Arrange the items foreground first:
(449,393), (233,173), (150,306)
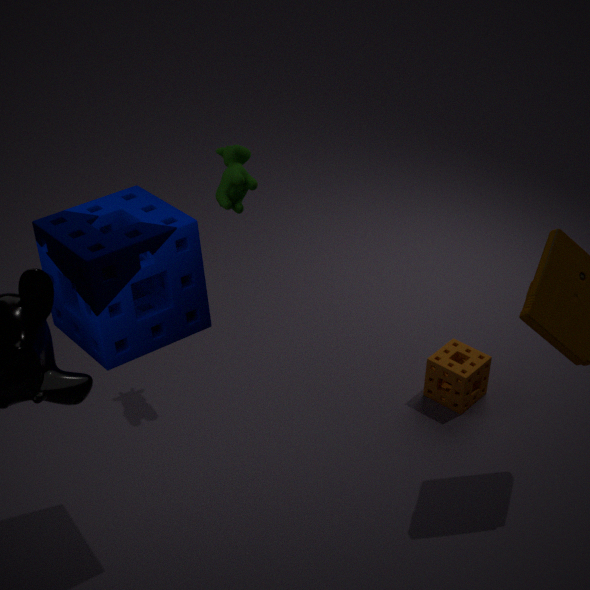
1. (150,306)
2. (233,173)
3. (449,393)
